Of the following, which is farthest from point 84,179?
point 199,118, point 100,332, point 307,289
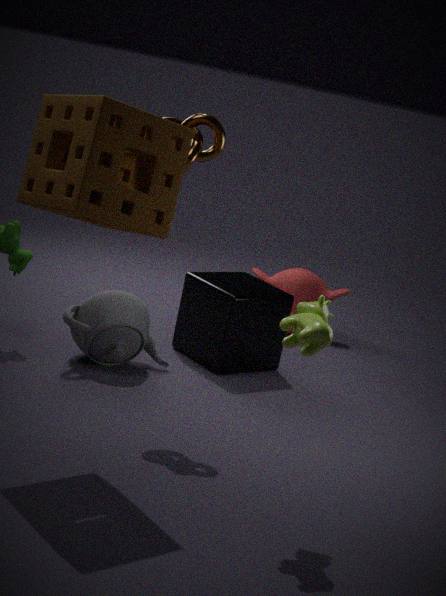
point 307,289
